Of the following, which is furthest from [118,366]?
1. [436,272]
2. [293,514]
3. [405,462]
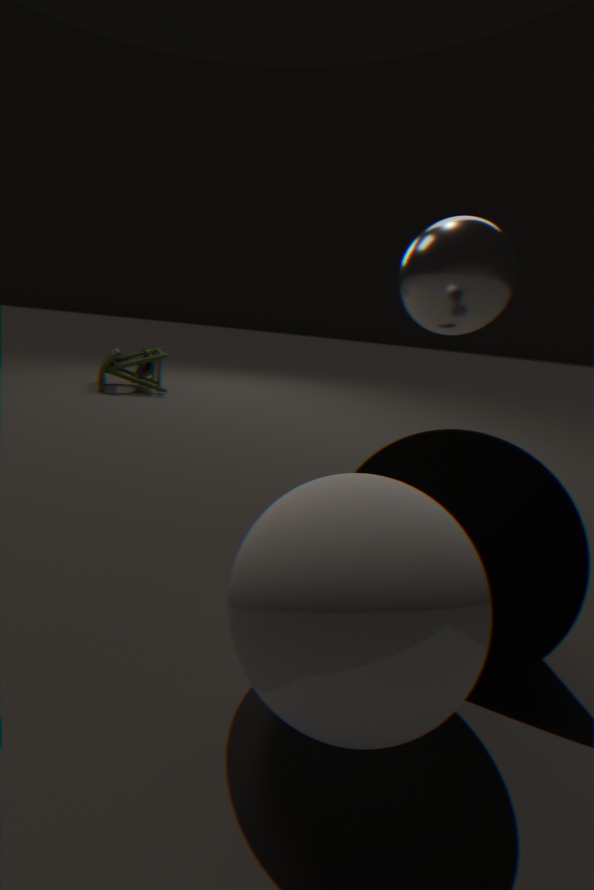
[293,514]
